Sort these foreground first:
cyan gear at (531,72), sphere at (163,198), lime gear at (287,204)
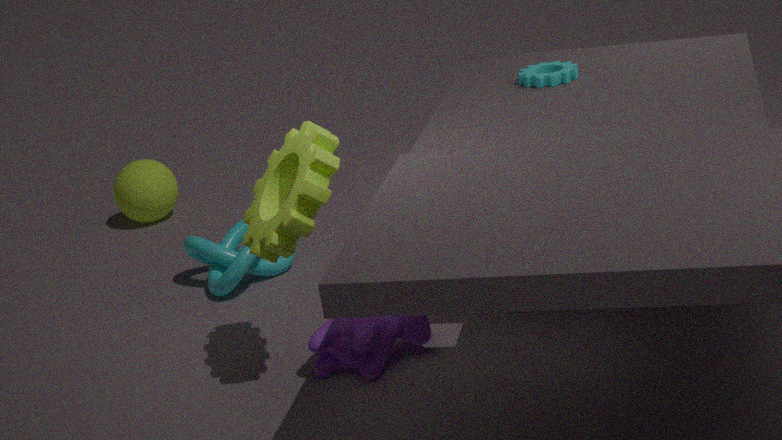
1. lime gear at (287,204)
2. cyan gear at (531,72)
3. sphere at (163,198)
